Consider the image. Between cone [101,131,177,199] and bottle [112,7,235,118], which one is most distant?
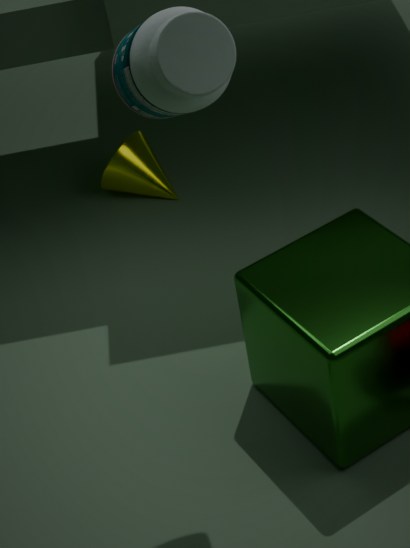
cone [101,131,177,199]
